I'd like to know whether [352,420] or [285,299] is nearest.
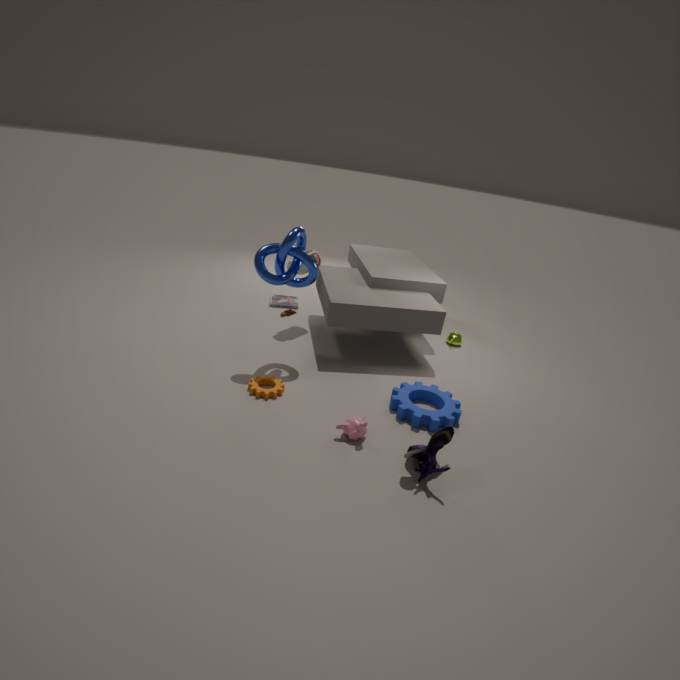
[352,420]
